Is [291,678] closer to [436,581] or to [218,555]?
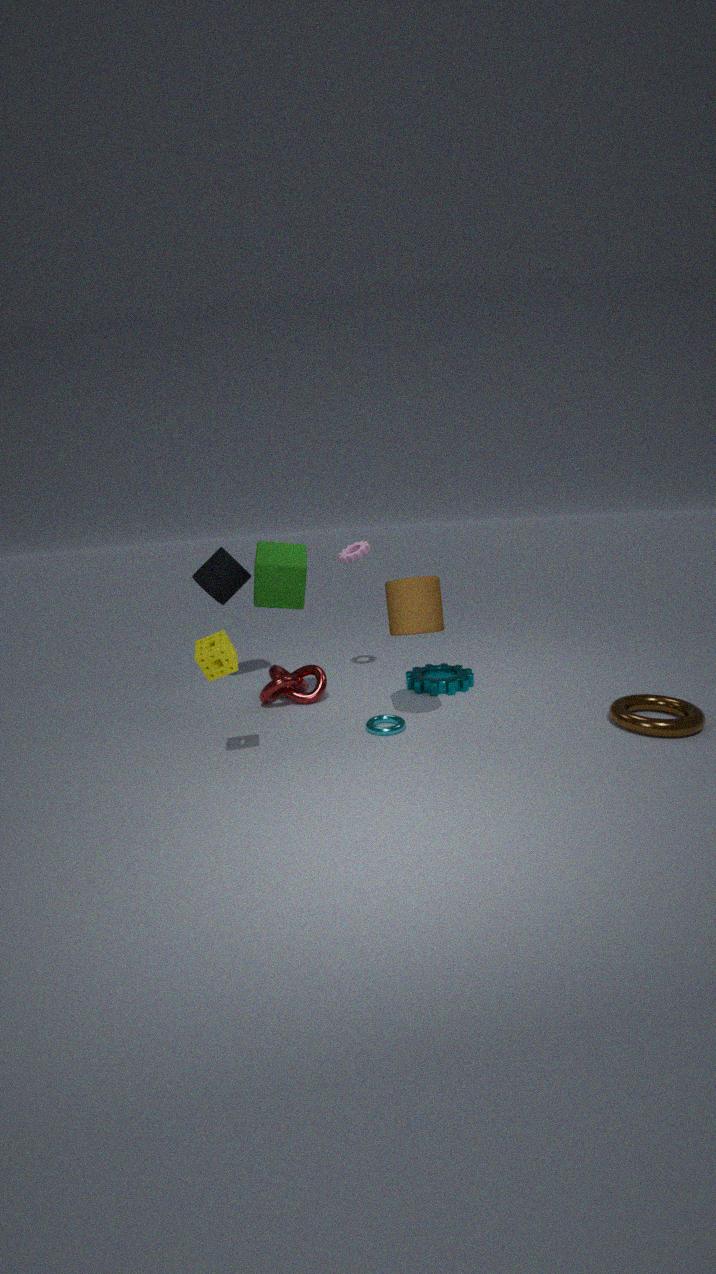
[218,555]
